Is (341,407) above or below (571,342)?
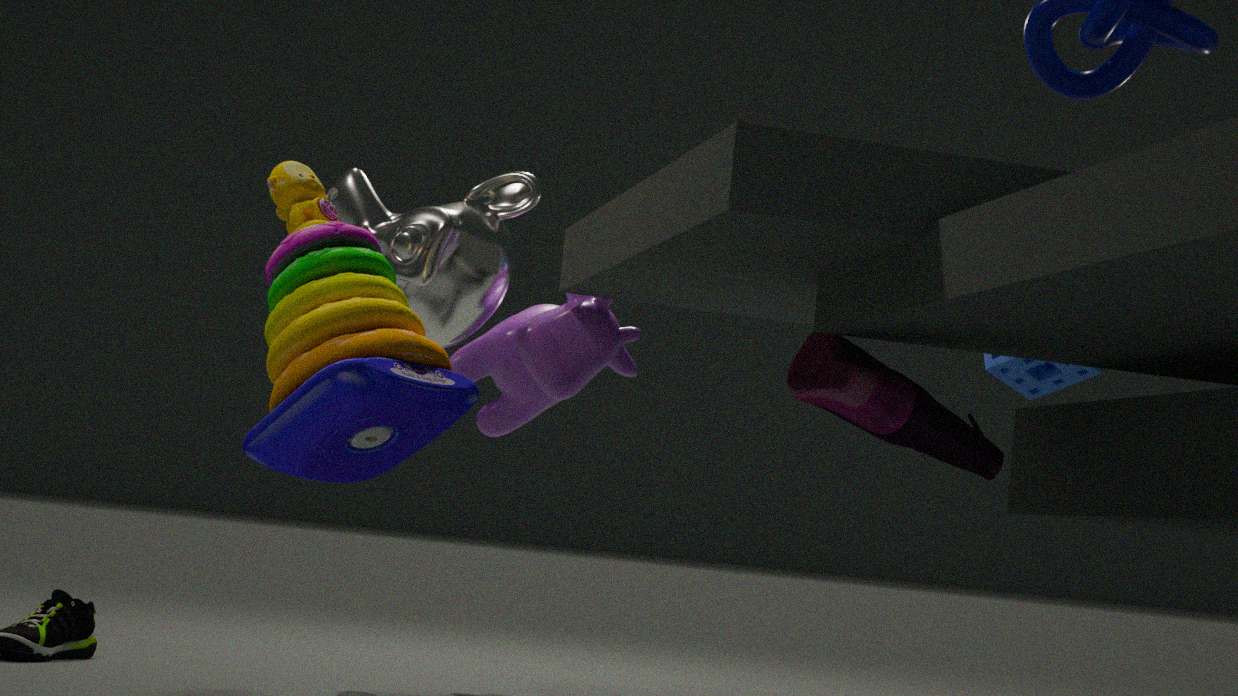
below
